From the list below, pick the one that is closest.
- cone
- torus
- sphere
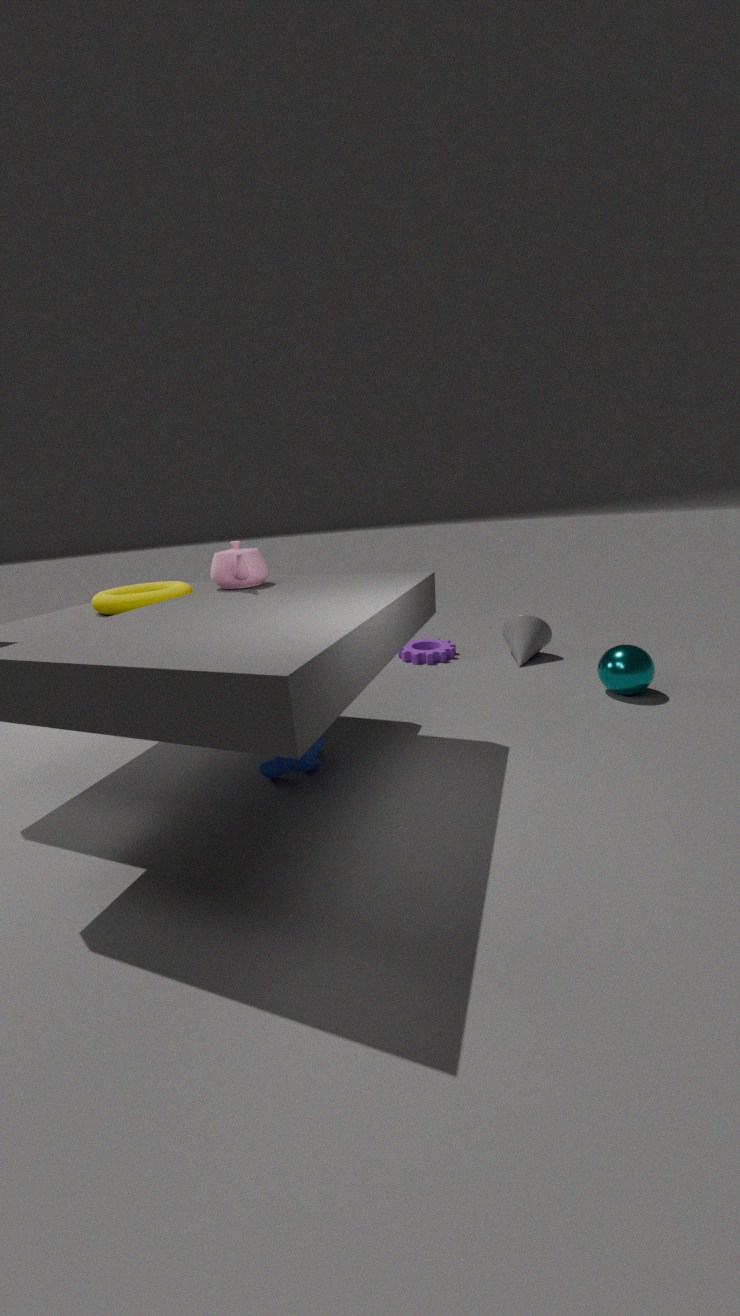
torus
